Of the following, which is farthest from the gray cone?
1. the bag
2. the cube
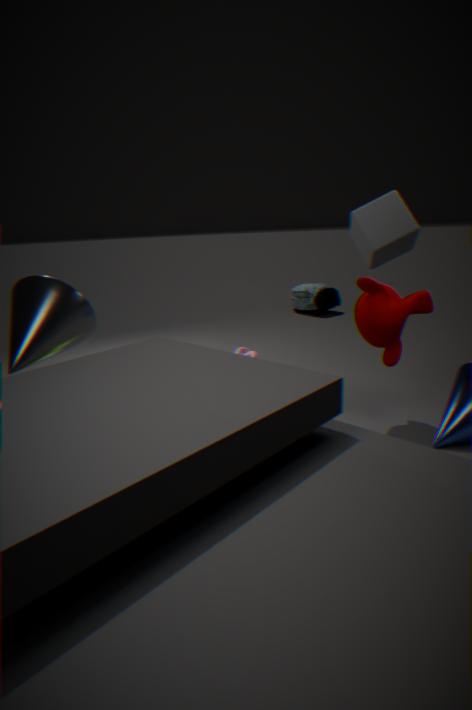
the bag
